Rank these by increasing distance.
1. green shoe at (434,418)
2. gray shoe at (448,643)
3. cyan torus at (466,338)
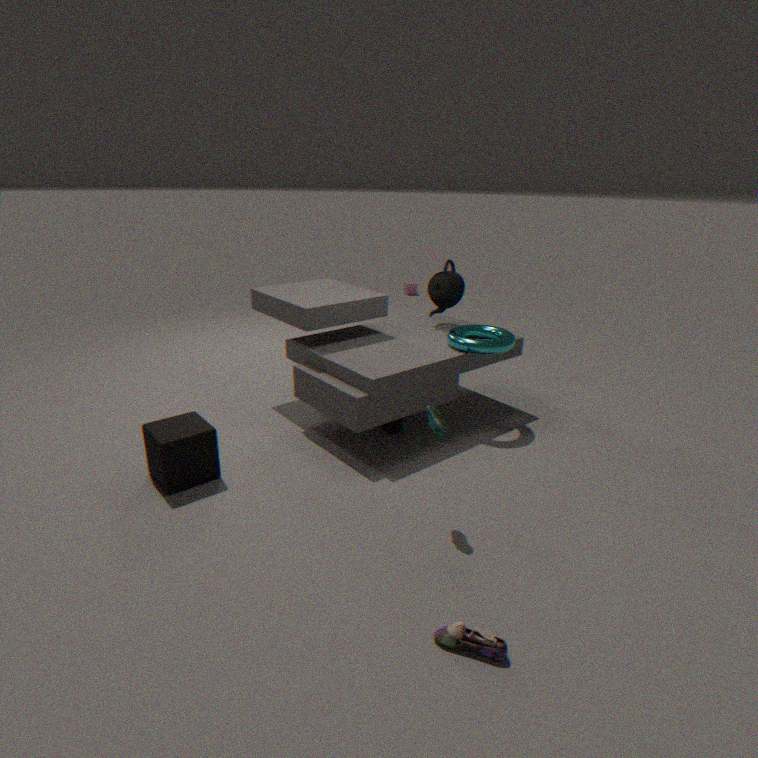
gray shoe at (448,643), green shoe at (434,418), cyan torus at (466,338)
